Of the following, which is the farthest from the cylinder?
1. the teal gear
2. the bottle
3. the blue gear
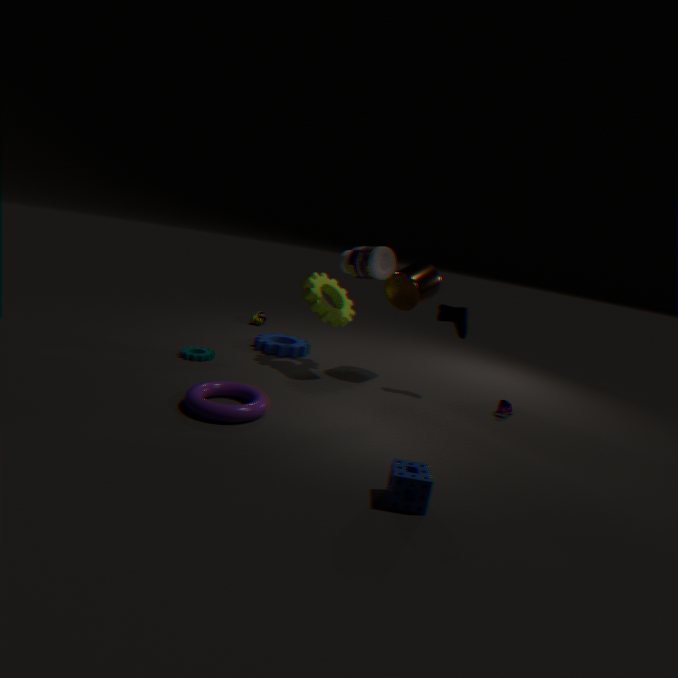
the teal gear
